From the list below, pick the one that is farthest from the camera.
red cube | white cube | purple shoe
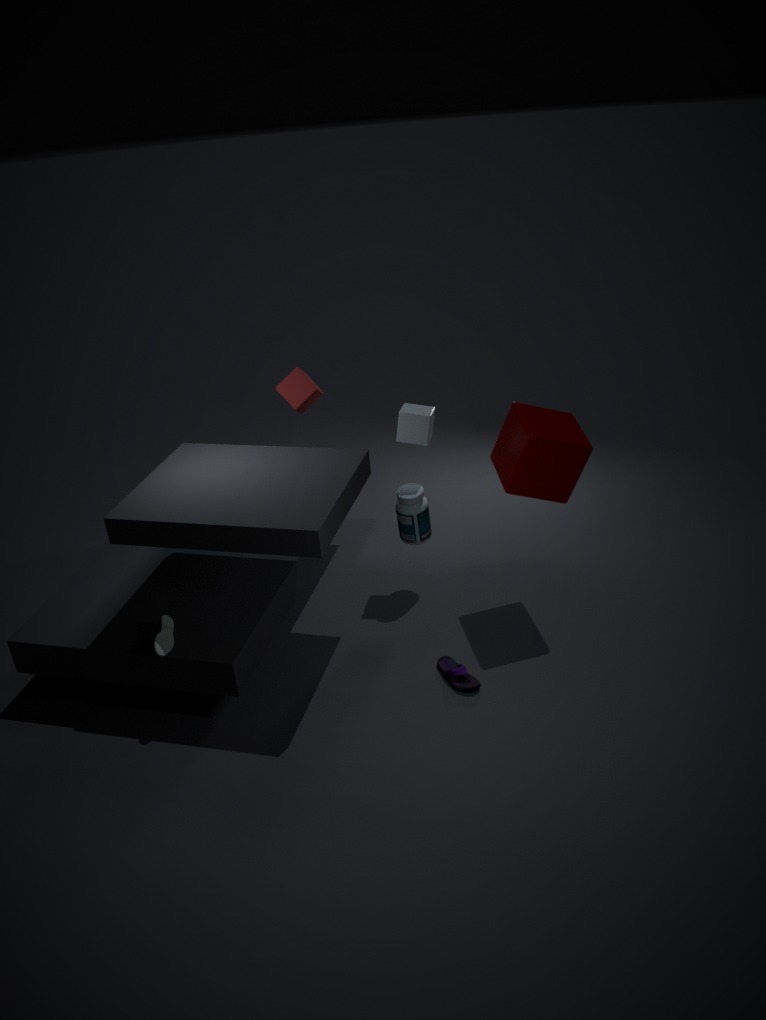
red cube
